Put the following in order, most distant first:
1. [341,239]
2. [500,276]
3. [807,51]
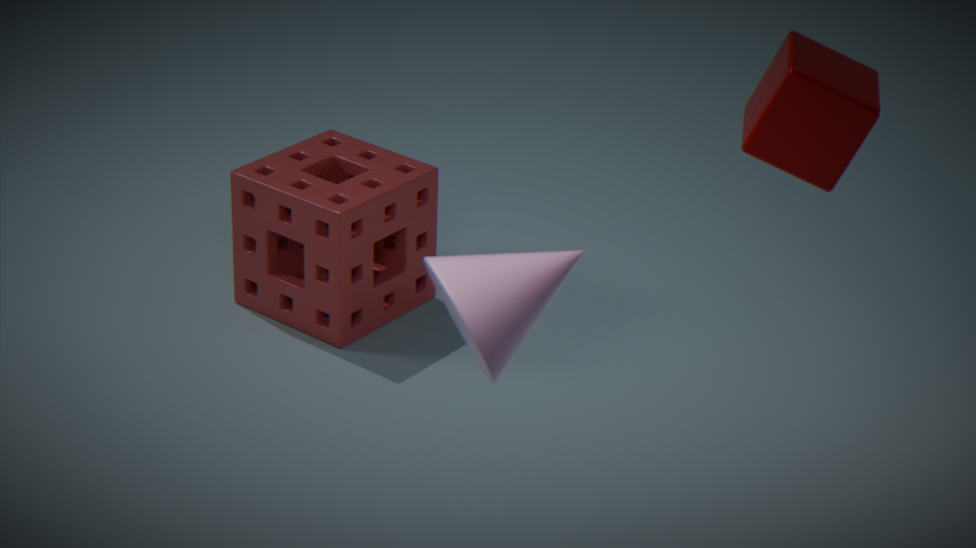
[341,239] → [807,51] → [500,276]
